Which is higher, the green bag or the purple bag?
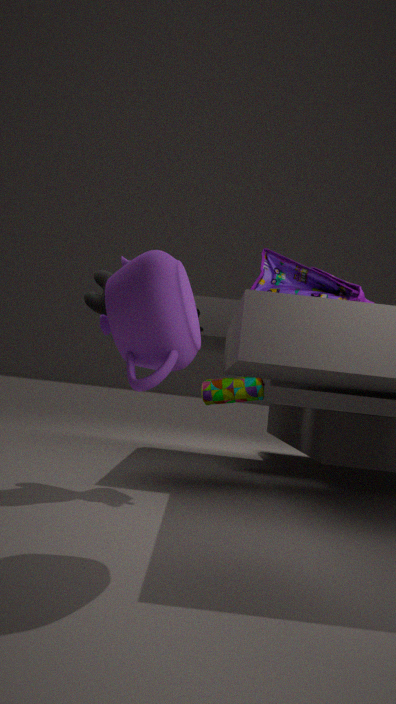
the purple bag
